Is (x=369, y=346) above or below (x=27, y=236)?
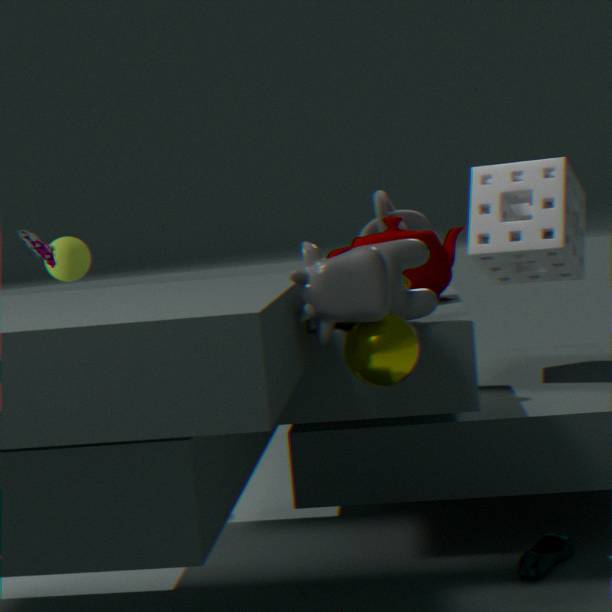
below
